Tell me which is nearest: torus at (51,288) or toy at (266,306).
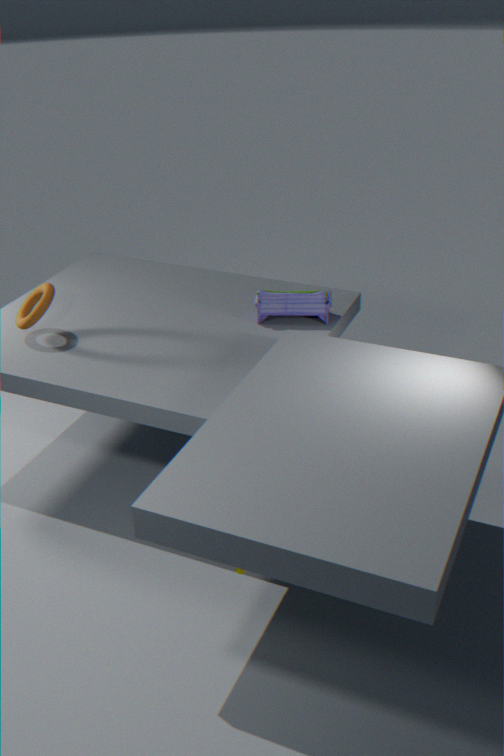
torus at (51,288)
